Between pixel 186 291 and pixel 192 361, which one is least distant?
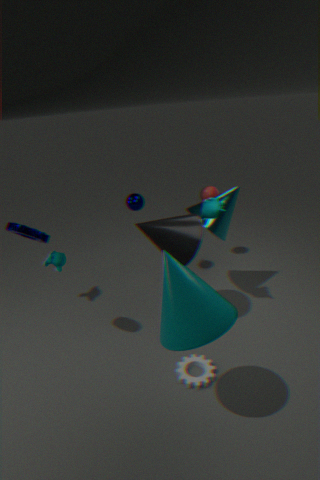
pixel 186 291
